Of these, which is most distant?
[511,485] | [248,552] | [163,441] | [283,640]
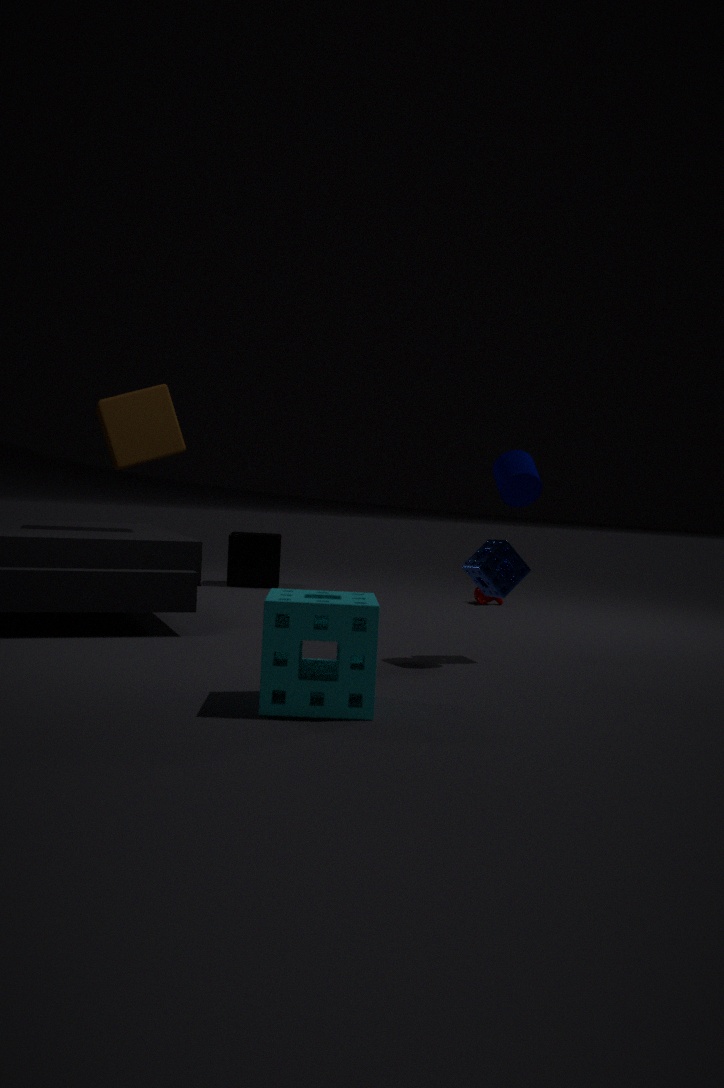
[248,552]
